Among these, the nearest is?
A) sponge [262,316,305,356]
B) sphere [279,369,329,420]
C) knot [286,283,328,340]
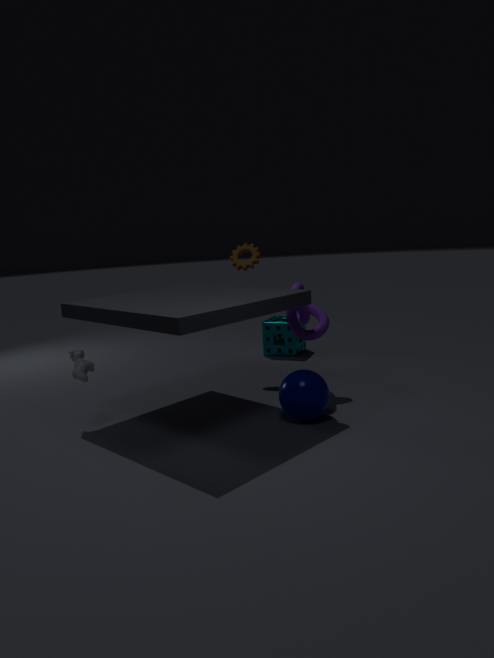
B. sphere [279,369,329,420]
